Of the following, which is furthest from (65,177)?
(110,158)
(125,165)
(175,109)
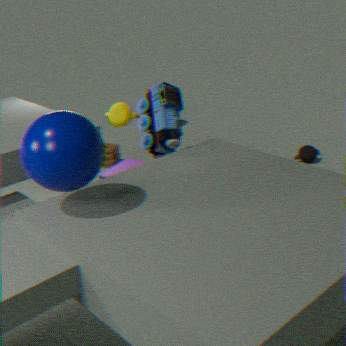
(110,158)
